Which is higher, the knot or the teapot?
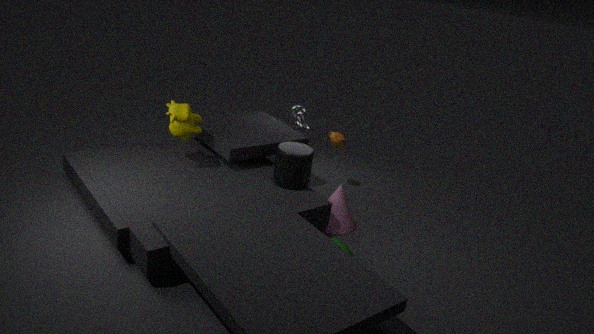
the knot
